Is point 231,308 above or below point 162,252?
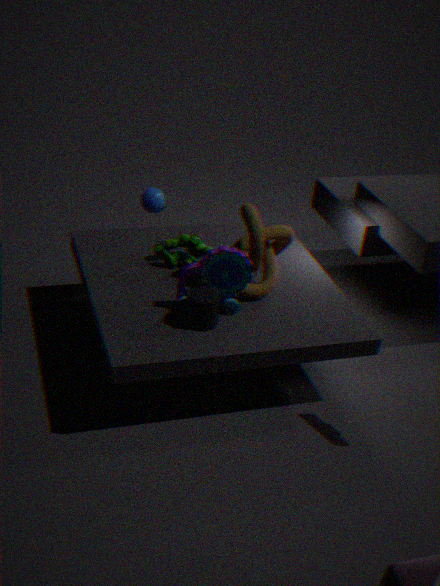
above
